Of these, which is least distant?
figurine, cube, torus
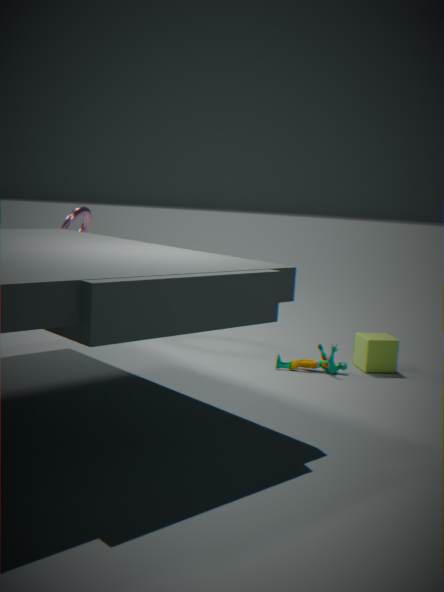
figurine
